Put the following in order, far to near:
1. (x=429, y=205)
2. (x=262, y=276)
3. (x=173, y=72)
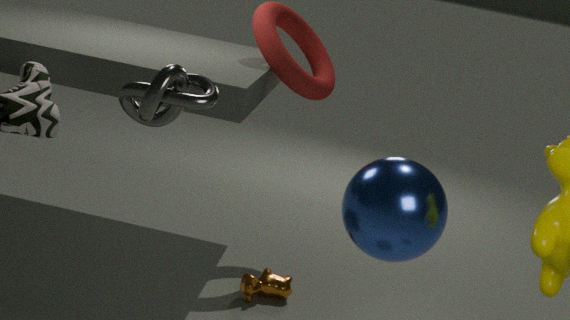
(x=262, y=276) → (x=429, y=205) → (x=173, y=72)
